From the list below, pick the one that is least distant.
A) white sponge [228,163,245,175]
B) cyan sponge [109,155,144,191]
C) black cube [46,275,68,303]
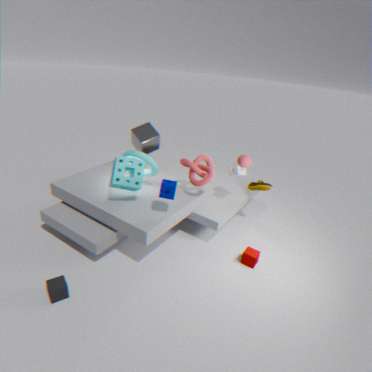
black cube [46,275,68,303]
